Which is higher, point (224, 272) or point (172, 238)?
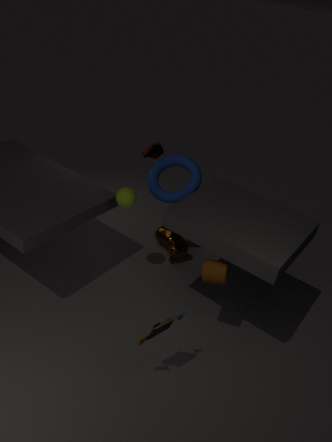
point (224, 272)
